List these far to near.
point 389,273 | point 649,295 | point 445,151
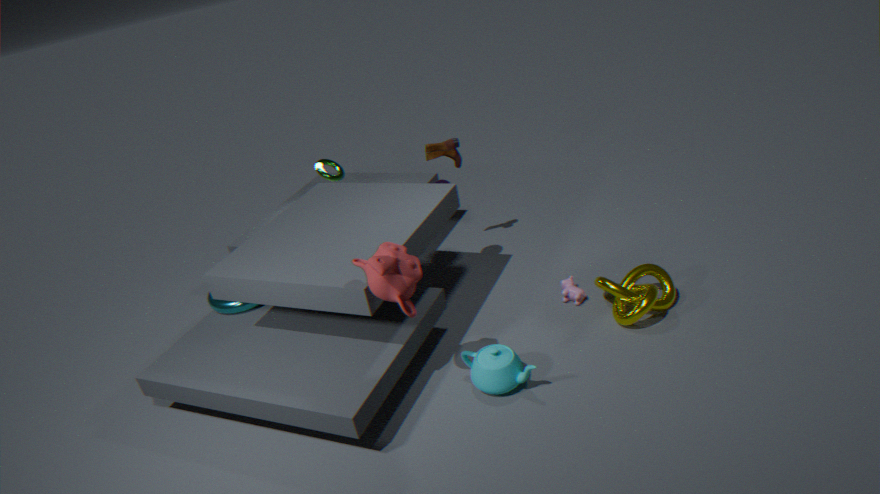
point 445,151 → point 649,295 → point 389,273
